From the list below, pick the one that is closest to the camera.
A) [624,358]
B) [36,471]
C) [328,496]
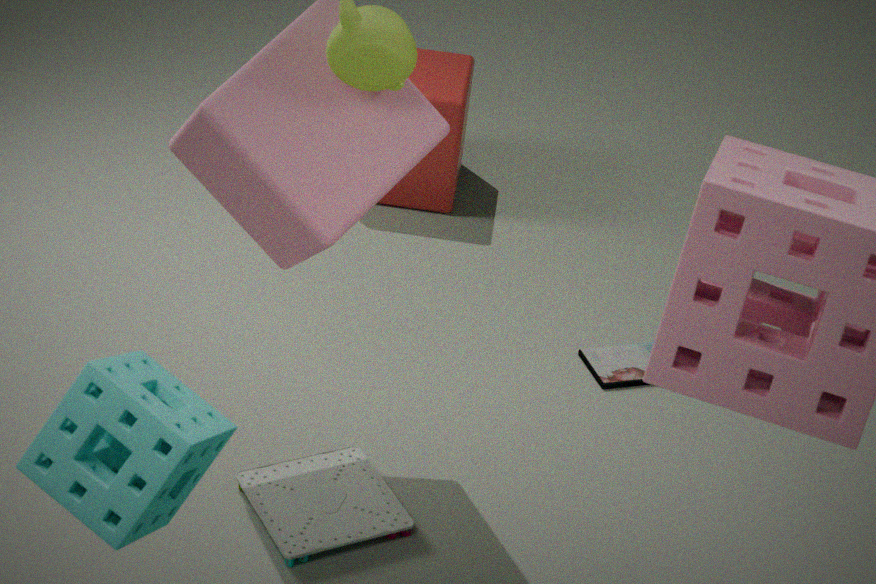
[36,471]
